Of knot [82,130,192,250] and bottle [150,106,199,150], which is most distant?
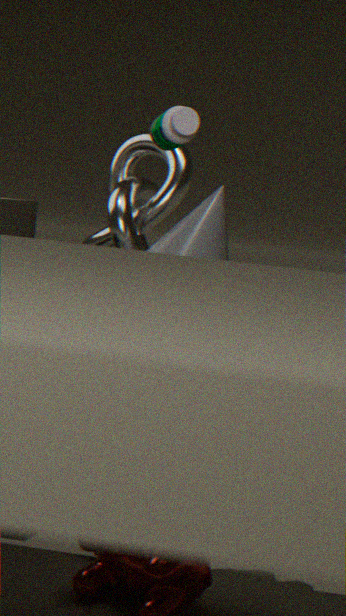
knot [82,130,192,250]
